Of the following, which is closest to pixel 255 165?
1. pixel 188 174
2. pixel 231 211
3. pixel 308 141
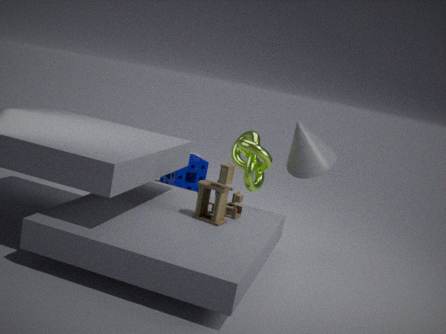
pixel 308 141
